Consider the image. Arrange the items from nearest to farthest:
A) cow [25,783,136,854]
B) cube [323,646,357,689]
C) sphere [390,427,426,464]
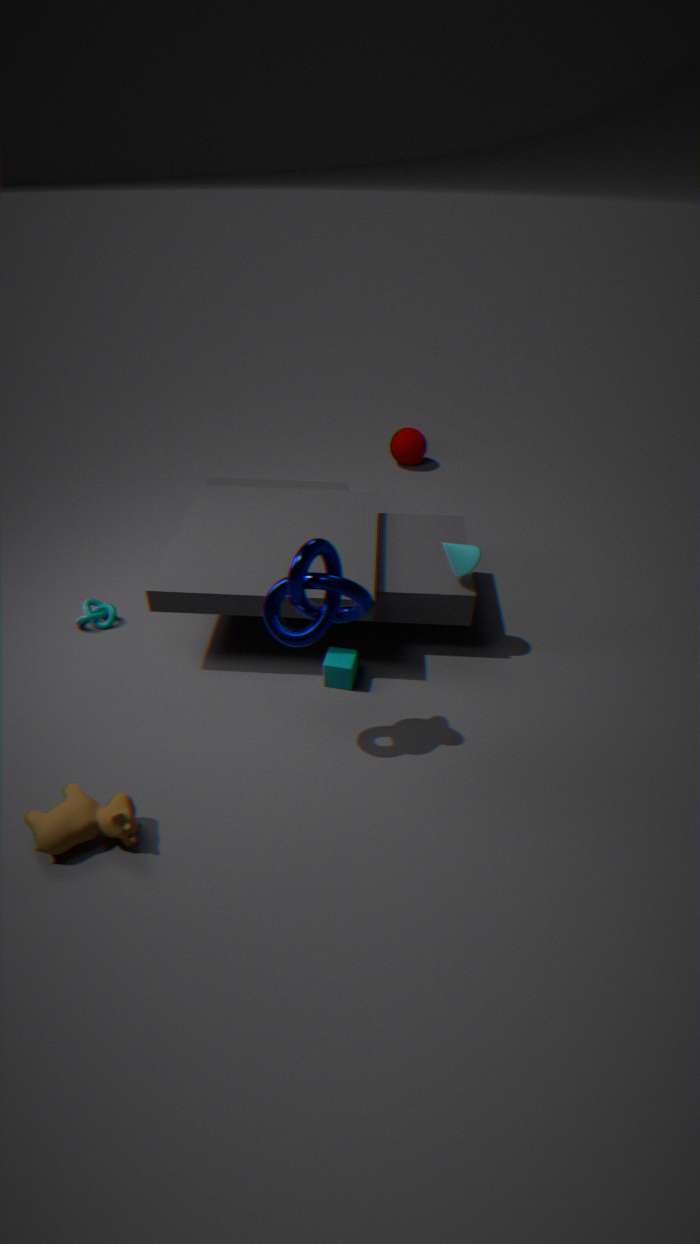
→ 1. cow [25,783,136,854]
2. cube [323,646,357,689]
3. sphere [390,427,426,464]
